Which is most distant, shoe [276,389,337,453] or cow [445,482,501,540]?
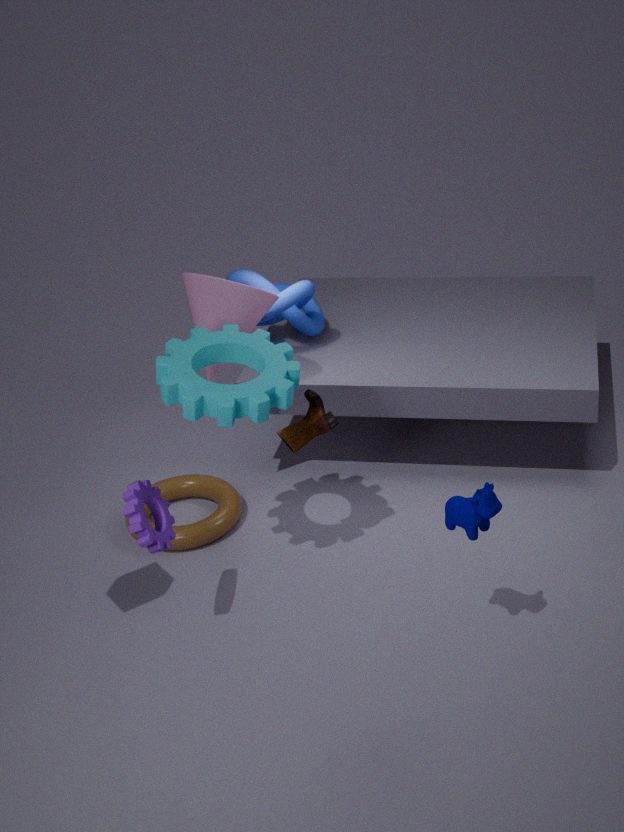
shoe [276,389,337,453]
